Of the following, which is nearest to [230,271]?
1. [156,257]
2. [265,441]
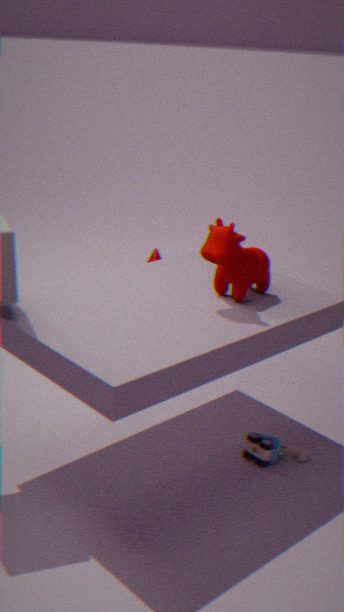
[265,441]
